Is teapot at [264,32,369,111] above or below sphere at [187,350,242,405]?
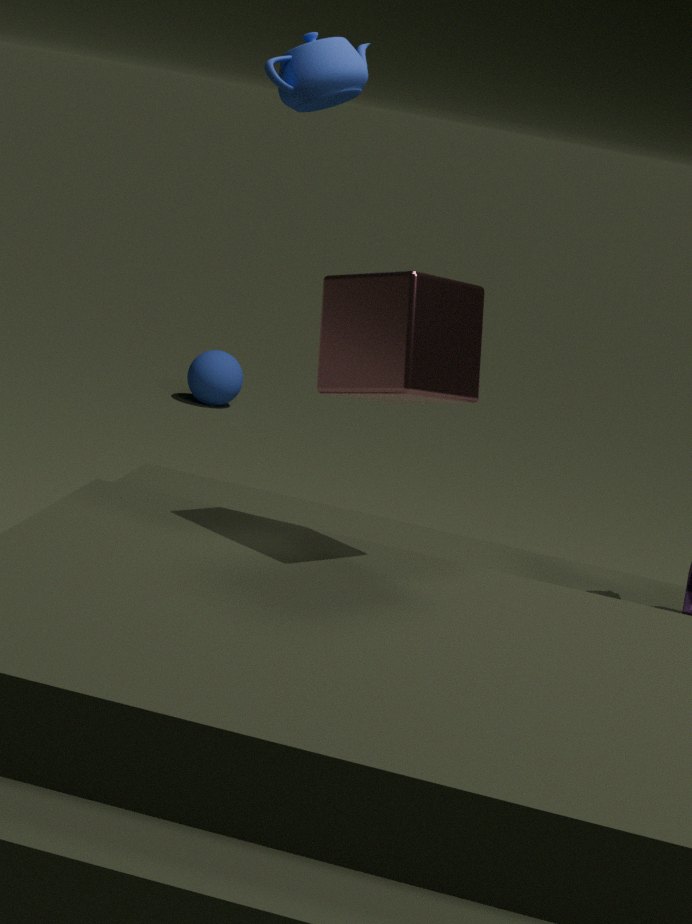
above
